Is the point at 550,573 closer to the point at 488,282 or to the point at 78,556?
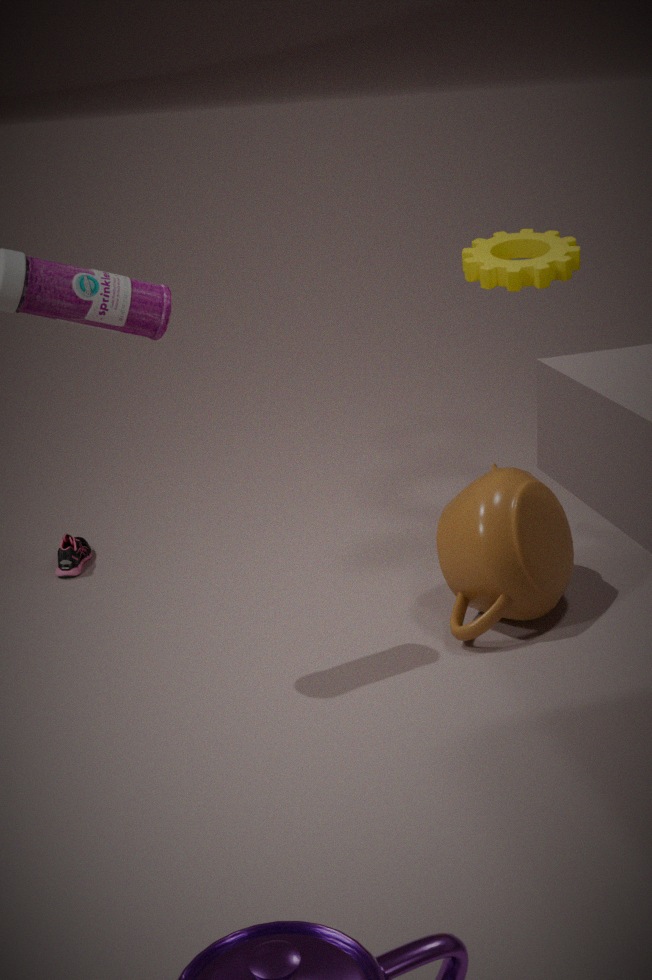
the point at 488,282
